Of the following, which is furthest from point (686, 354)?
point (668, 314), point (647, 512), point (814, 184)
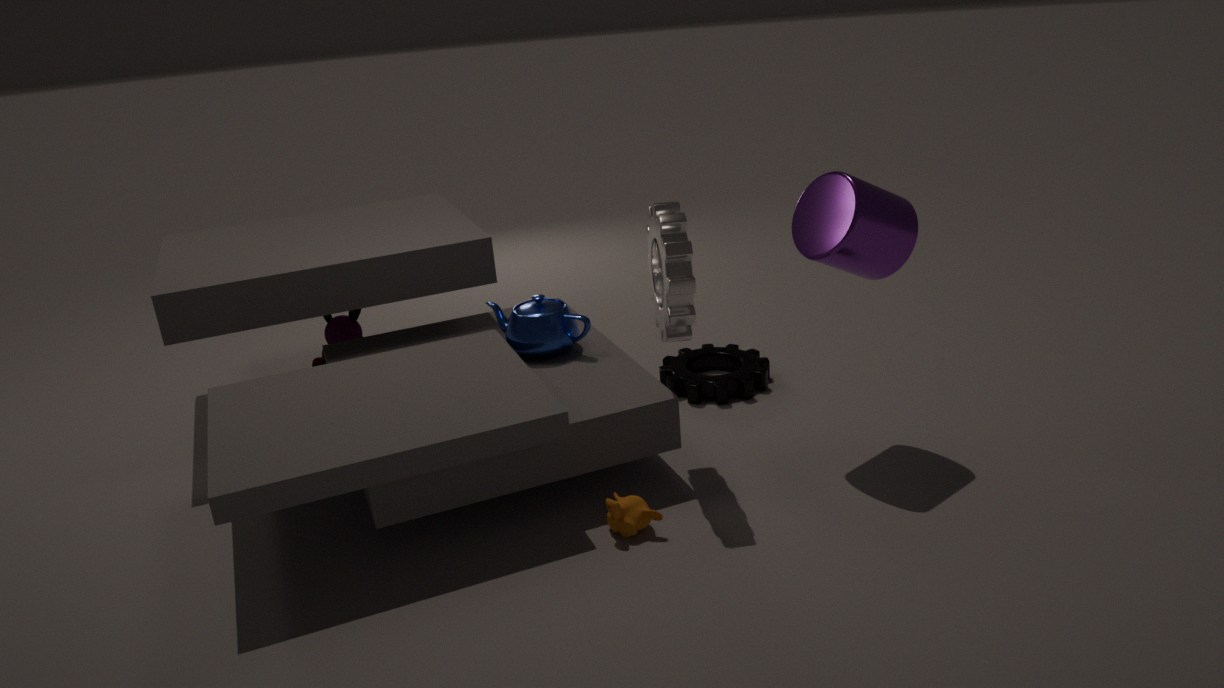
point (647, 512)
